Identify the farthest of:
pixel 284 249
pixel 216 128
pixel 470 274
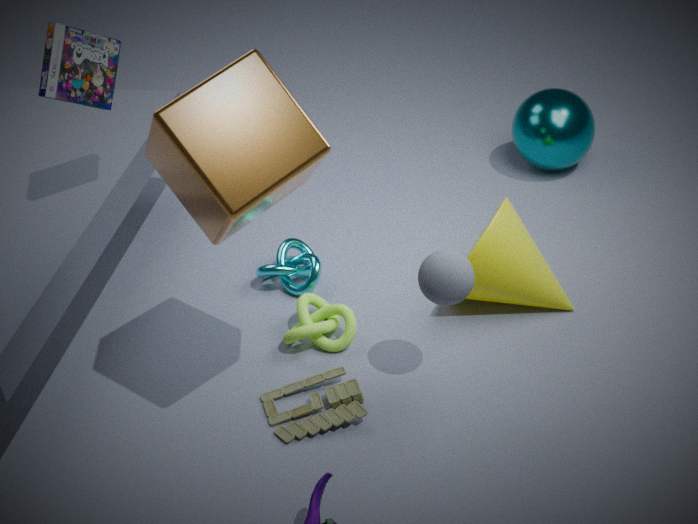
pixel 284 249
